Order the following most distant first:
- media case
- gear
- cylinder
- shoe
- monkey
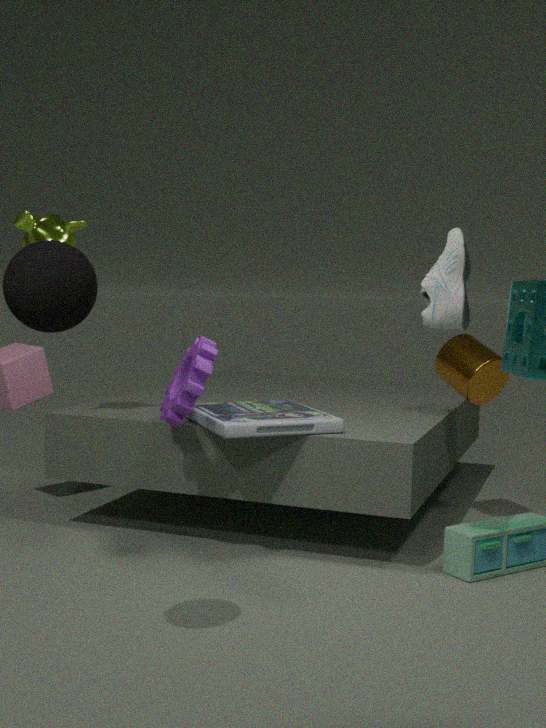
cylinder < monkey < media case < gear < shoe
